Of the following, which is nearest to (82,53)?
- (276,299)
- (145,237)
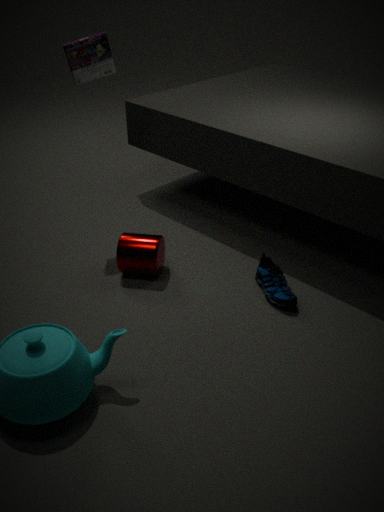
(145,237)
